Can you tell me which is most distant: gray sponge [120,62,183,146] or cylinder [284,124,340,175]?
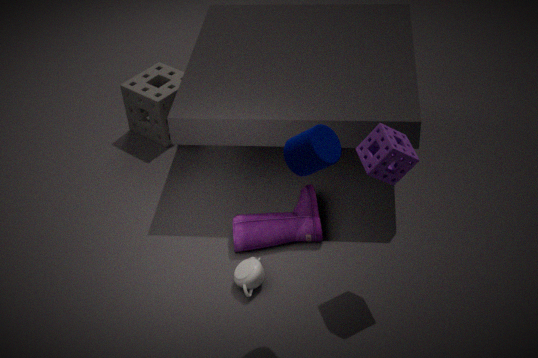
gray sponge [120,62,183,146]
